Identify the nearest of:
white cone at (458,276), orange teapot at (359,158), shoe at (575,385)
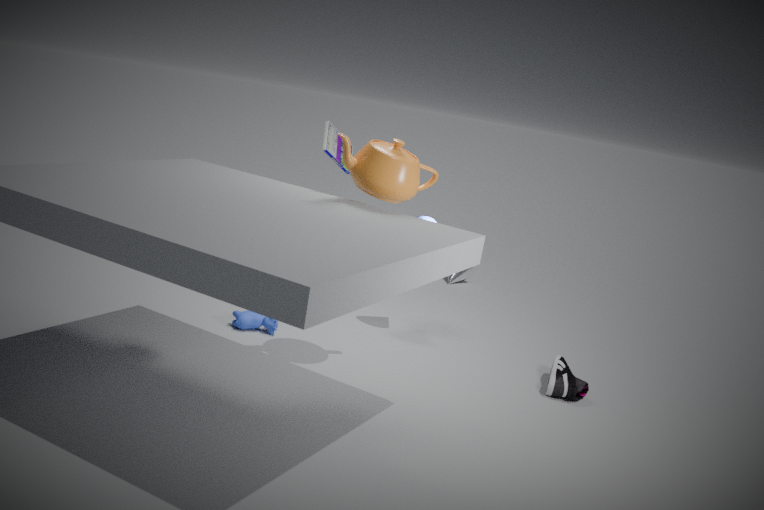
orange teapot at (359,158)
